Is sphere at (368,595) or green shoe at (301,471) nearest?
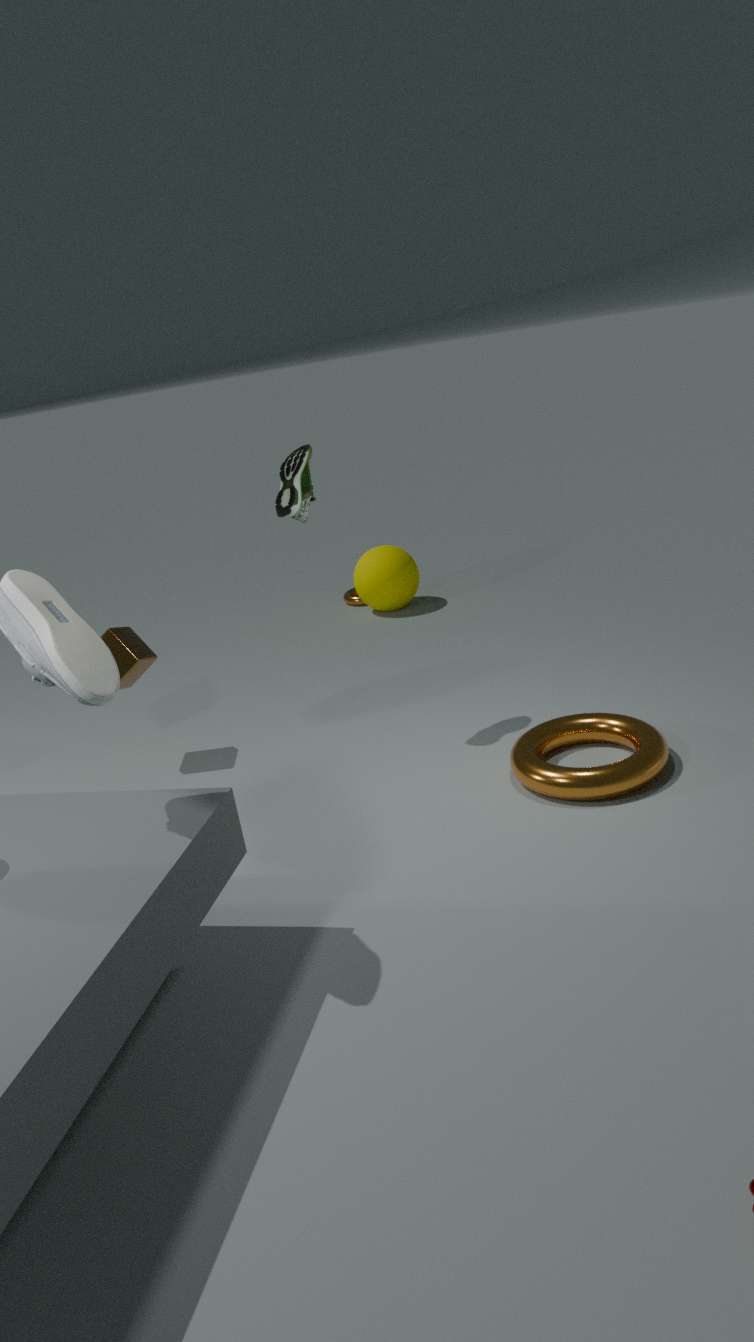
green shoe at (301,471)
